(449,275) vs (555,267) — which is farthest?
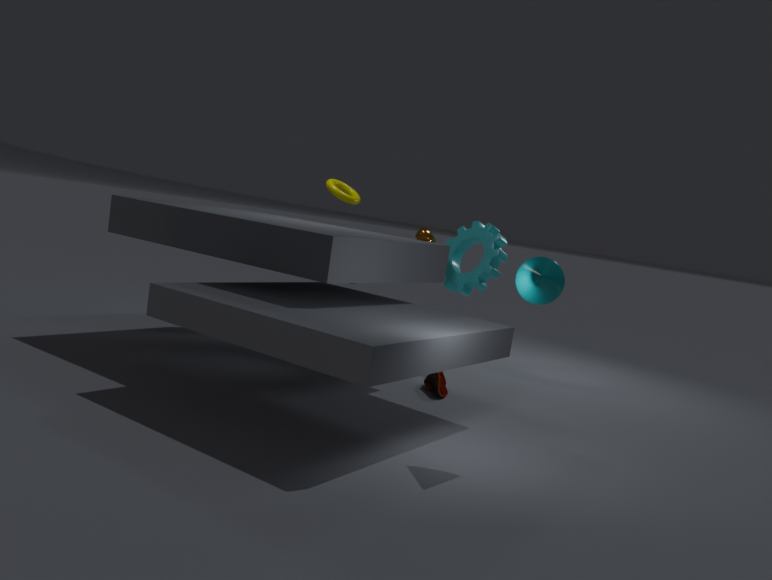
(449,275)
